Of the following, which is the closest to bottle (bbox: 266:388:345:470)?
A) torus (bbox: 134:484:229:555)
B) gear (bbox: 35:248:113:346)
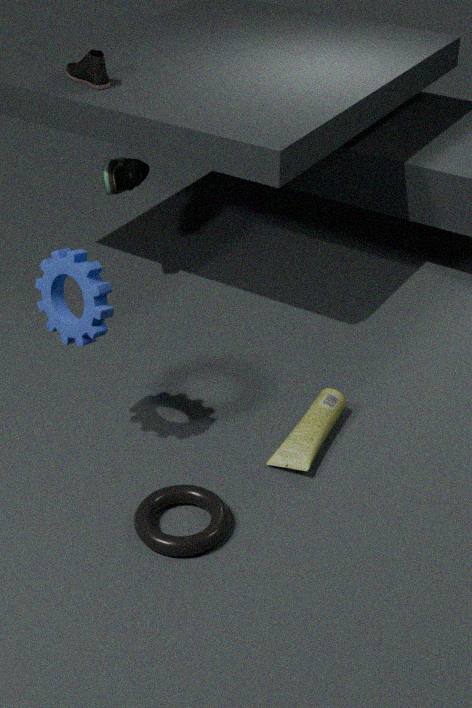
torus (bbox: 134:484:229:555)
